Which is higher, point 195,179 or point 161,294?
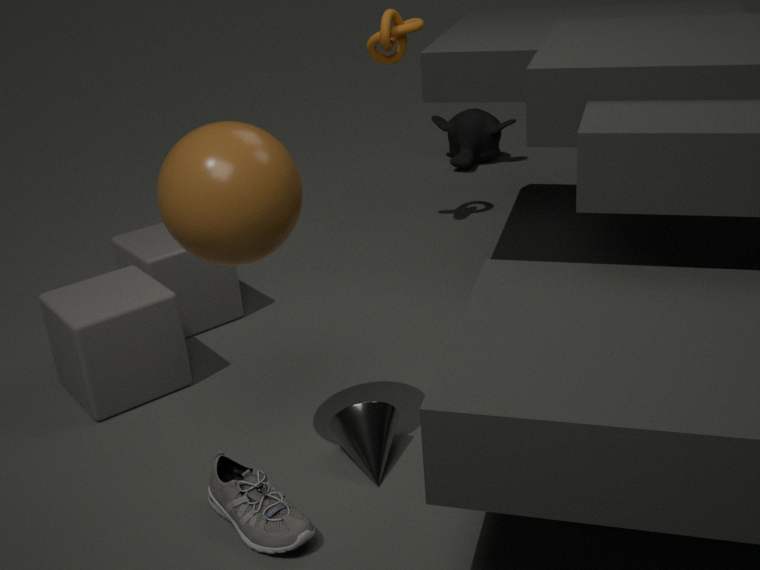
point 195,179
